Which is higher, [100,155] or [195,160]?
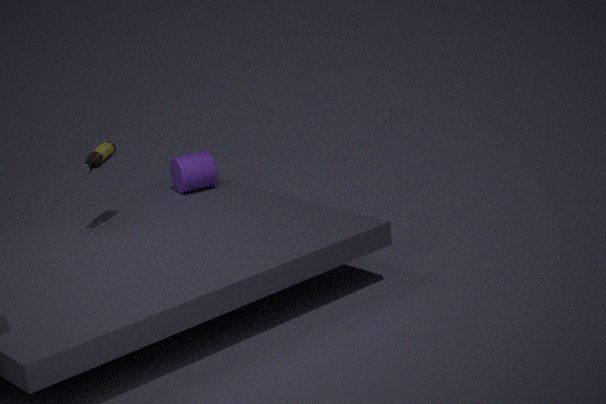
[100,155]
